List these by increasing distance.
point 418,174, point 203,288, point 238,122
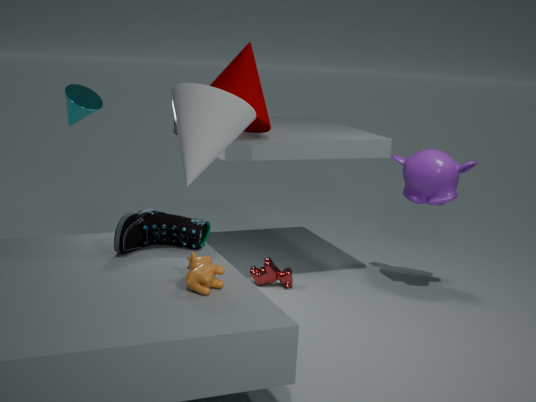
point 203,288 < point 238,122 < point 418,174
